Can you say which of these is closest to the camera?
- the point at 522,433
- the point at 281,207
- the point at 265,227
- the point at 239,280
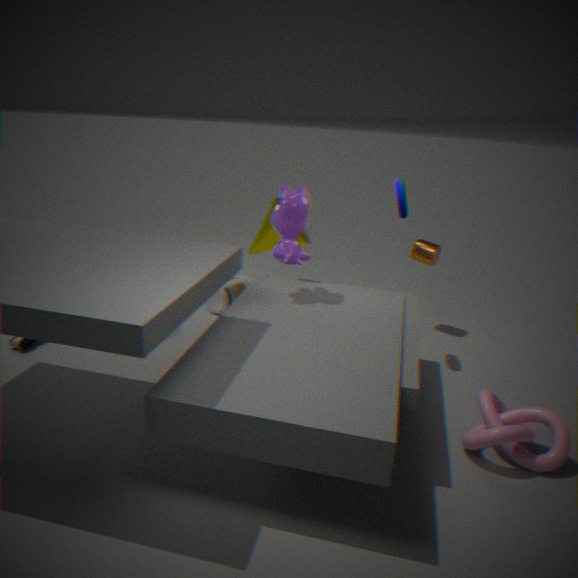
the point at 522,433
